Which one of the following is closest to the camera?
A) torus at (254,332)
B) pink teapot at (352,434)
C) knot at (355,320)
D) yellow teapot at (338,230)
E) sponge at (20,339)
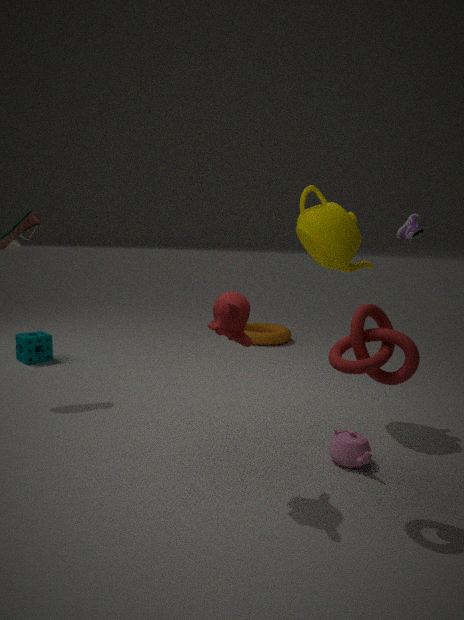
knot at (355,320)
